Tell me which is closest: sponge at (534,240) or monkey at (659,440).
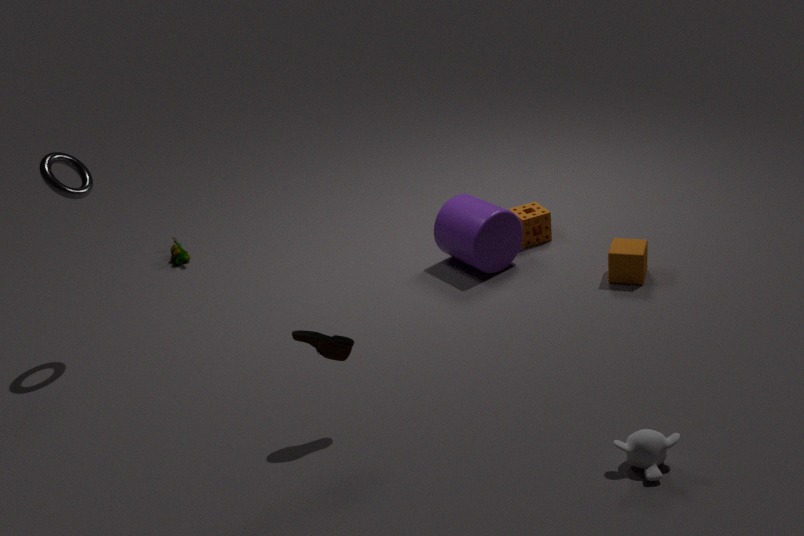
monkey at (659,440)
